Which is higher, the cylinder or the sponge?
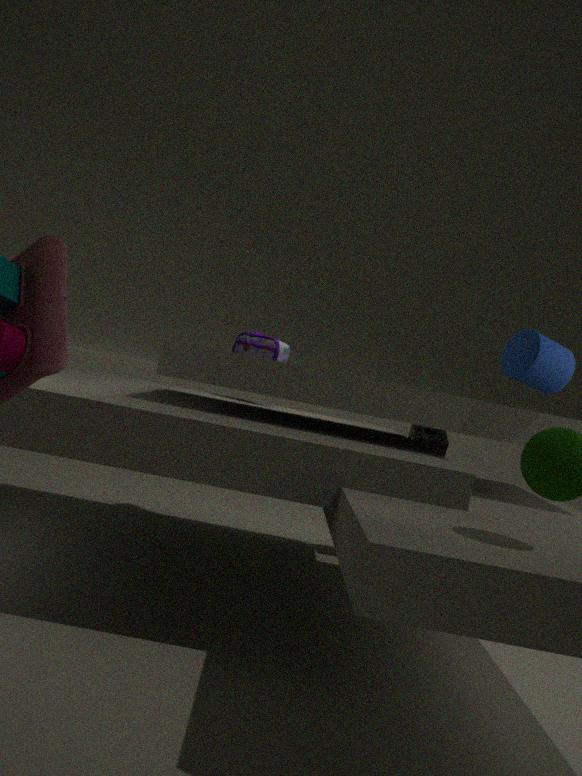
the cylinder
